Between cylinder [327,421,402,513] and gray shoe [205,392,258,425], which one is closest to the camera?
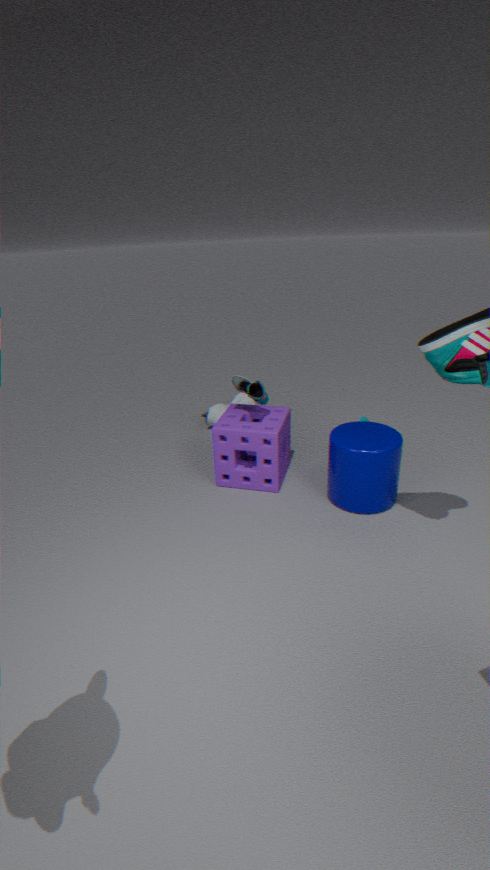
cylinder [327,421,402,513]
